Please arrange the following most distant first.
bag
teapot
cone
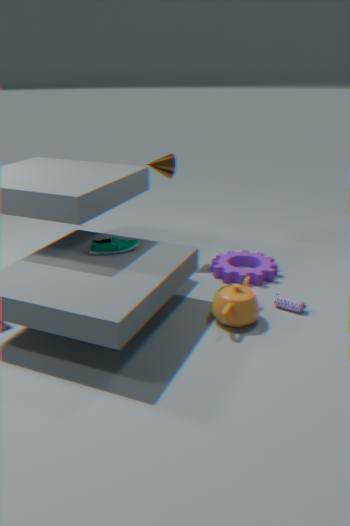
cone < bag < teapot
